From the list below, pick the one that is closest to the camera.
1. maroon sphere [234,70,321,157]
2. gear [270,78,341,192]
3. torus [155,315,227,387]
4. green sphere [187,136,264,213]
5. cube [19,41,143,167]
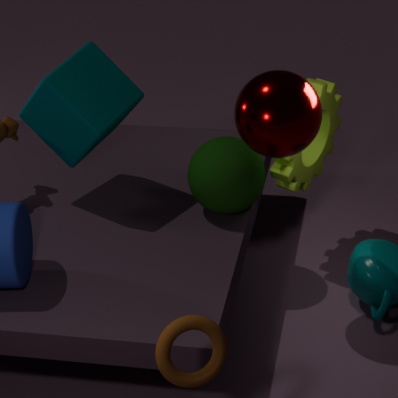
torus [155,315,227,387]
